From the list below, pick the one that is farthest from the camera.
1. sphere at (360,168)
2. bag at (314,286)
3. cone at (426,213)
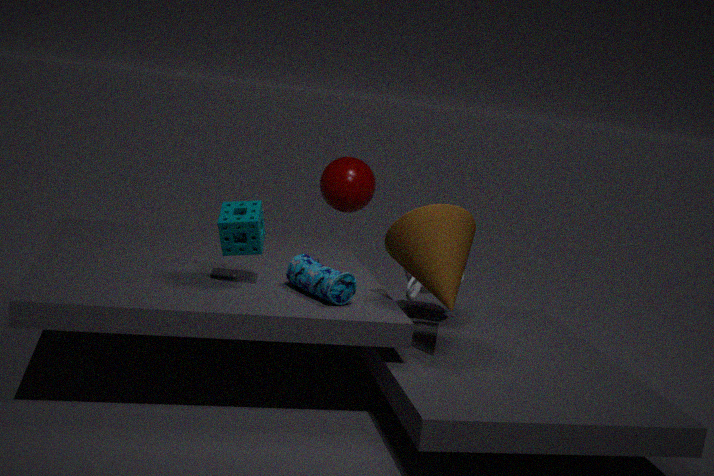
sphere at (360,168)
